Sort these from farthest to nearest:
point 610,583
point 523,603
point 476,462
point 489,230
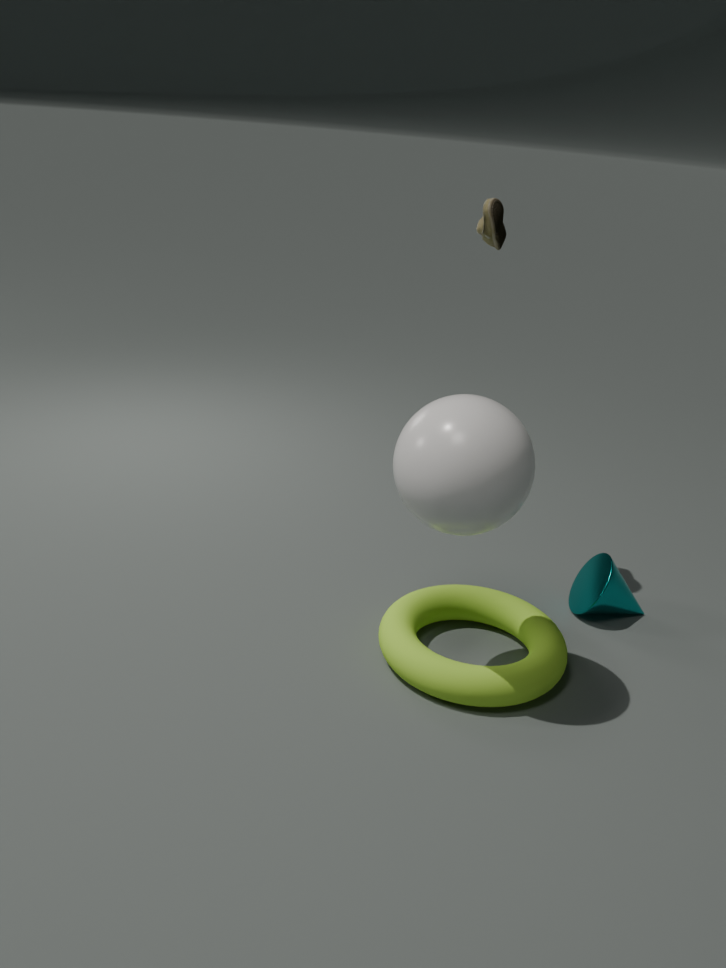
point 610,583 < point 523,603 < point 489,230 < point 476,462
